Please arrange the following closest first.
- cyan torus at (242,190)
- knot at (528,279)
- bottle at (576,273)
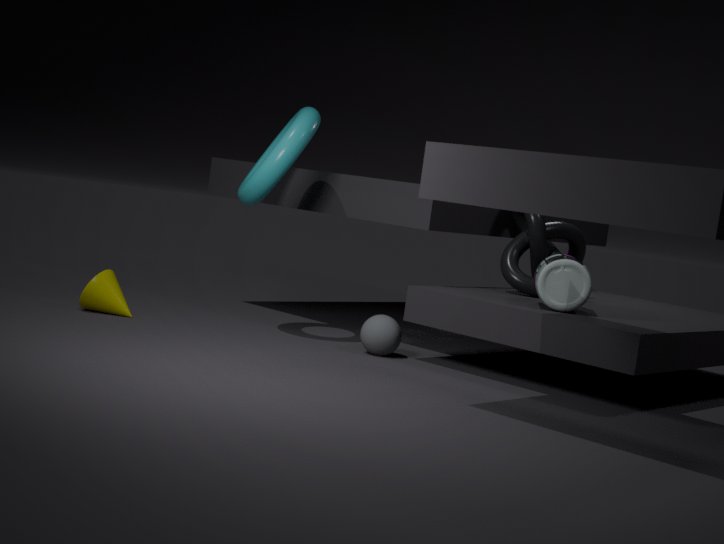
bottle at (576,273) → cyan torus at (242,190) → knot at (528,279)
